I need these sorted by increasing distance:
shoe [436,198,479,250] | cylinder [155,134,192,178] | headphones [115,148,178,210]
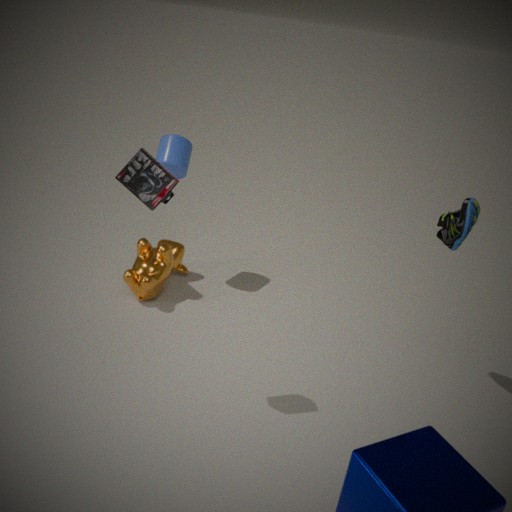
headphones [115,148,178,210] < shoe [436,198,479,250] < cylinder [155,134,192,178]
